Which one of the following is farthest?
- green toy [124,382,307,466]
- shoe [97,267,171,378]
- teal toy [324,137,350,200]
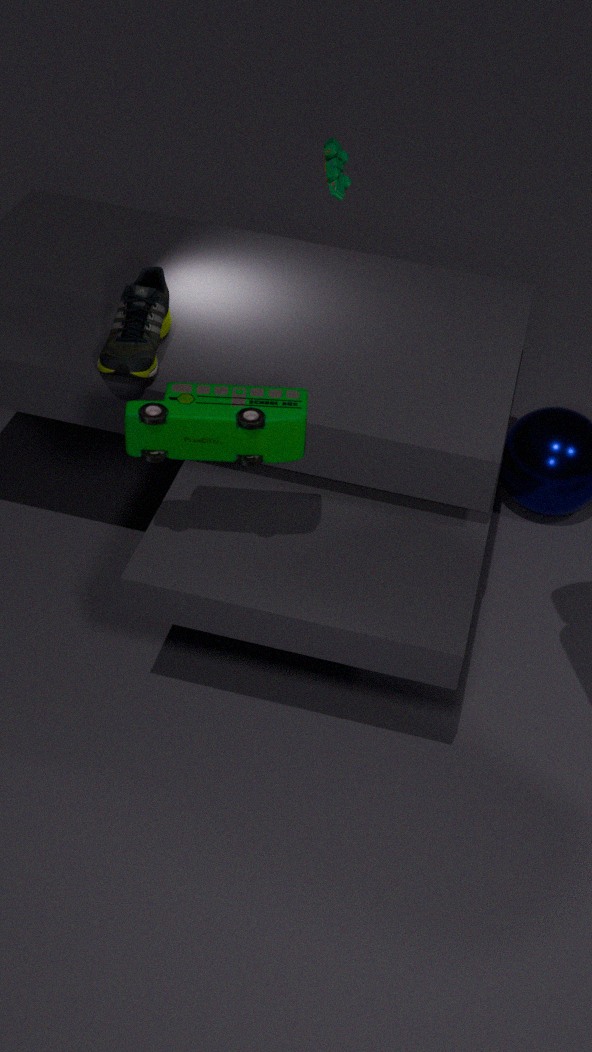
teal toy [324,137,350,200]
